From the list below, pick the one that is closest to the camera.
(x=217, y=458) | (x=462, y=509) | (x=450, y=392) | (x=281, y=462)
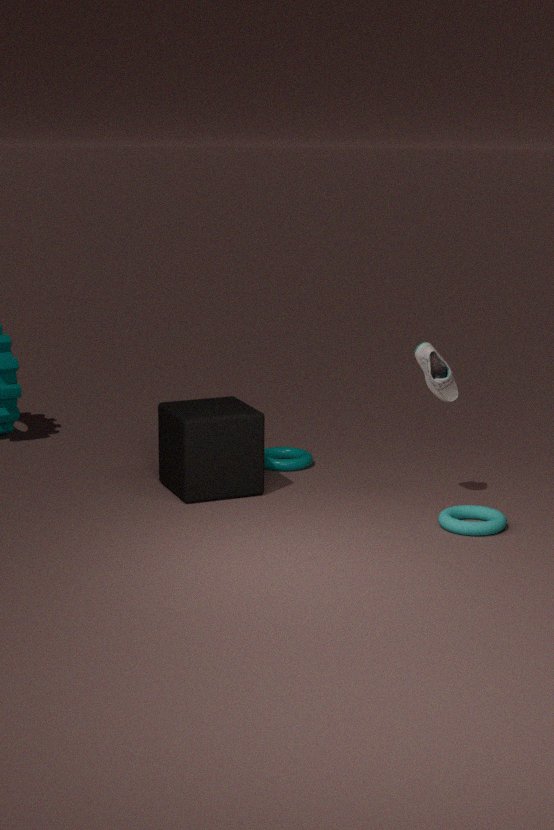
(x=462, y=509)
